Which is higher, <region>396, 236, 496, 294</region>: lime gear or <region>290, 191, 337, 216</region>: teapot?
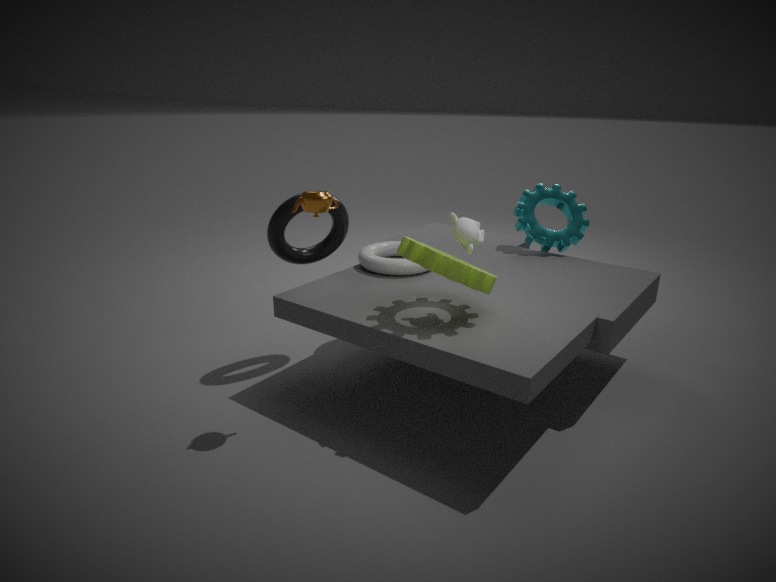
<region>290, 191, 337, 216</region>: teapot
